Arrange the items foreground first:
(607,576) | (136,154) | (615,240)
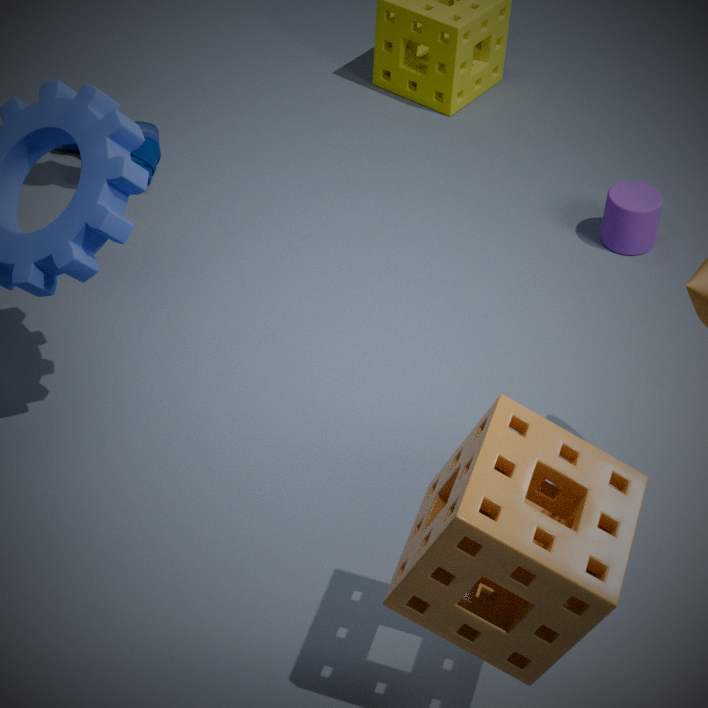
(607,576) → (615,240) → (136,154)
